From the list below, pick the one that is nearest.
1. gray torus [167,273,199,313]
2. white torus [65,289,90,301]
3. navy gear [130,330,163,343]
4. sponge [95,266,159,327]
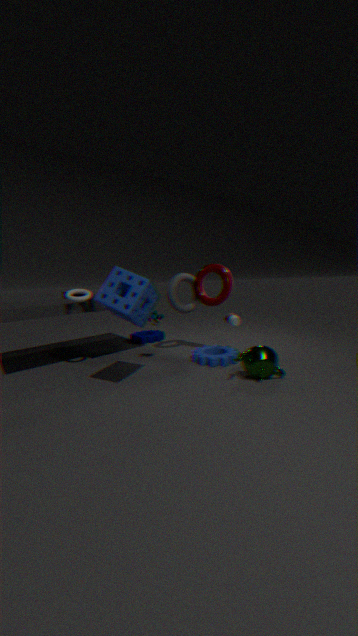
sponge [95,266,159,327]
